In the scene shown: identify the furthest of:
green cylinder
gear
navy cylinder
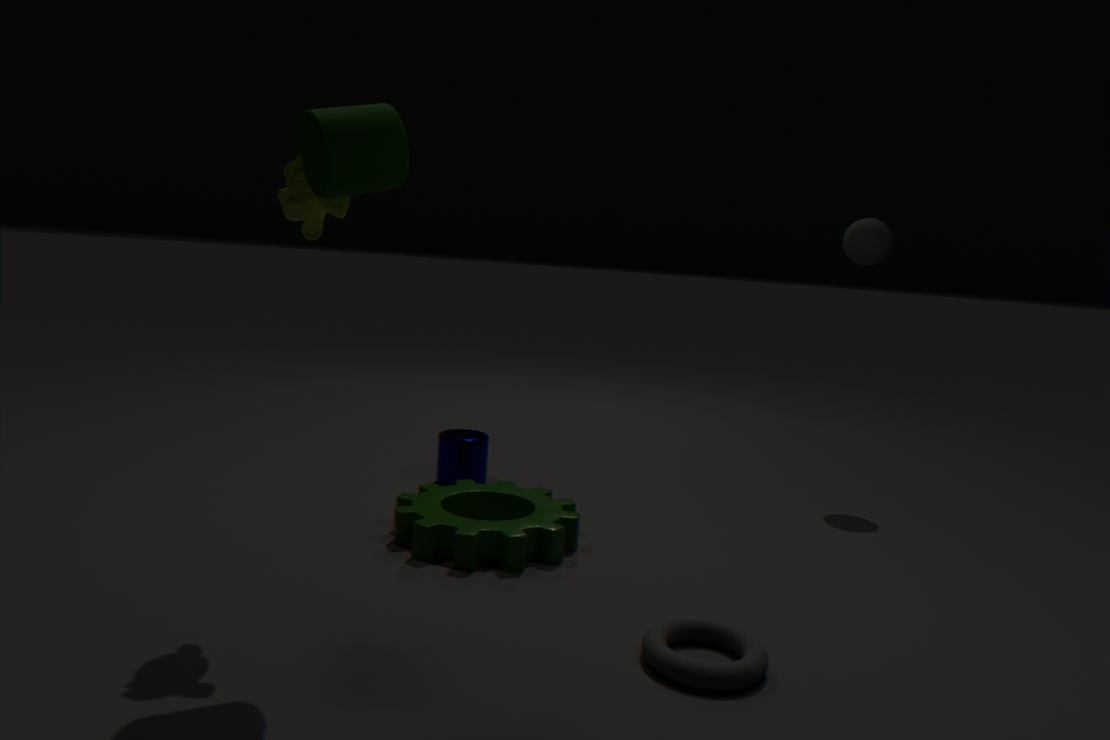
navy cylinder
